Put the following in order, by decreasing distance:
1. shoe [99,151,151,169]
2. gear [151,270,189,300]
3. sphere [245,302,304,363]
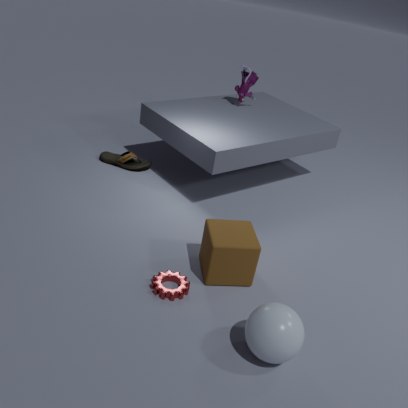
shoe [99,151,151,169] → gear [151,270,189,300] → sphere [245,302,304,363]
